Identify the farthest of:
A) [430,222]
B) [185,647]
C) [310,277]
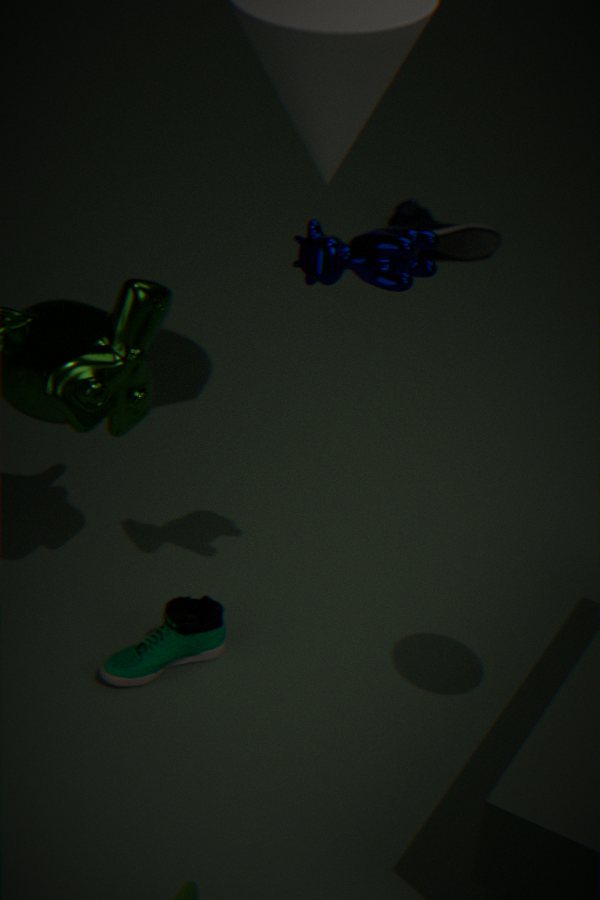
[430,222]
